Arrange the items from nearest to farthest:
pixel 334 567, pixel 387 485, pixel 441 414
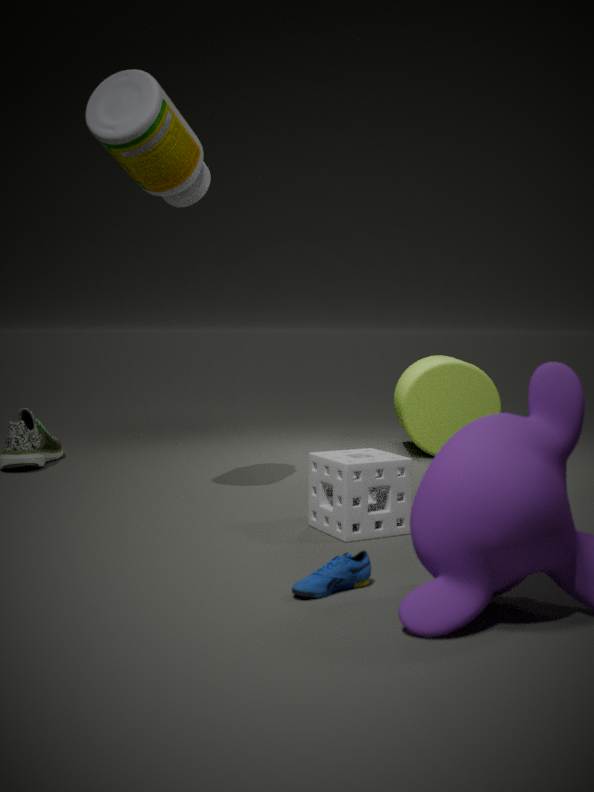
pixel 334 567 < pixel 387 485 < pixel 441 414
